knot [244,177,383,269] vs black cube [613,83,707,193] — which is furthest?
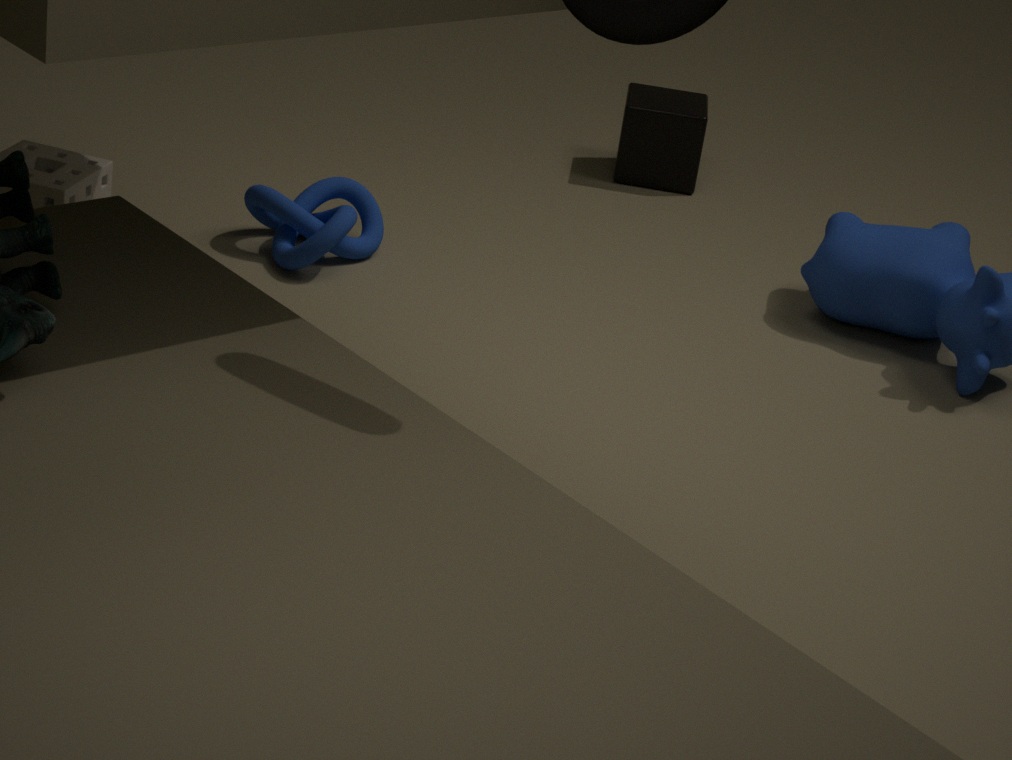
black cube [613,83,707,193]
